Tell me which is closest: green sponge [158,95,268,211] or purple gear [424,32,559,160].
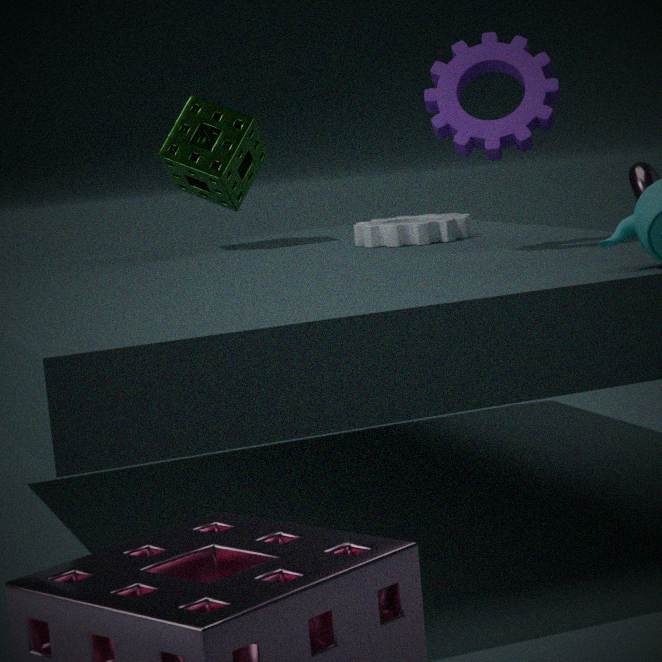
purple gear [424,32,559,160]
